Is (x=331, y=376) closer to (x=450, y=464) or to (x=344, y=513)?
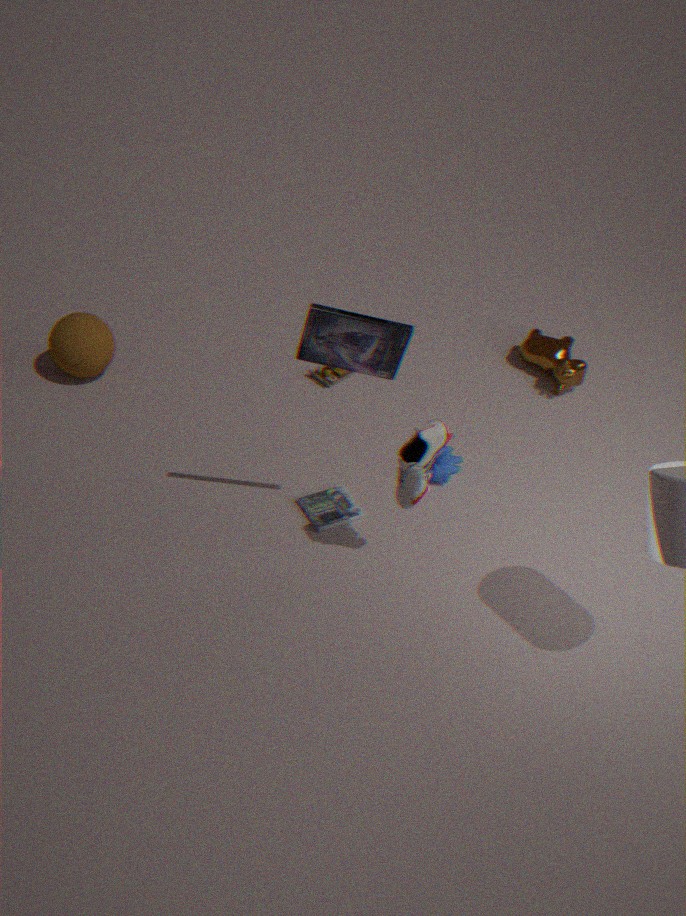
(x=450, y=464)
